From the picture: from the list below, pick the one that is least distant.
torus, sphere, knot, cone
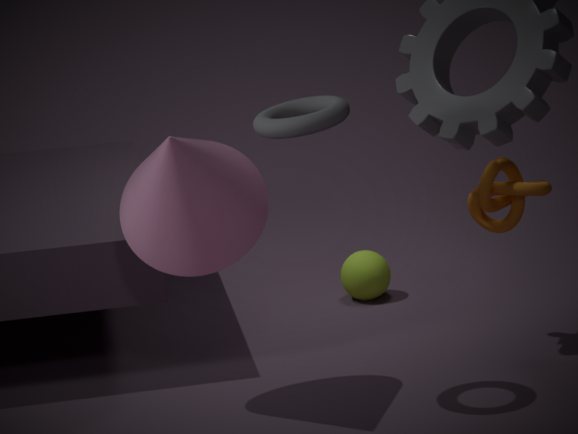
torus
